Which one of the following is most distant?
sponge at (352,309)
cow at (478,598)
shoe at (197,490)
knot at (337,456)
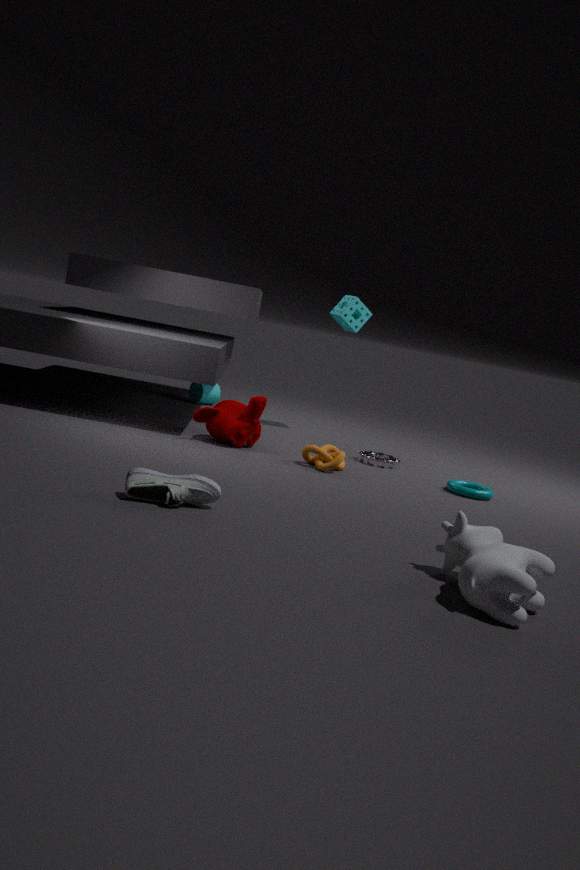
sponge at (352,309)
